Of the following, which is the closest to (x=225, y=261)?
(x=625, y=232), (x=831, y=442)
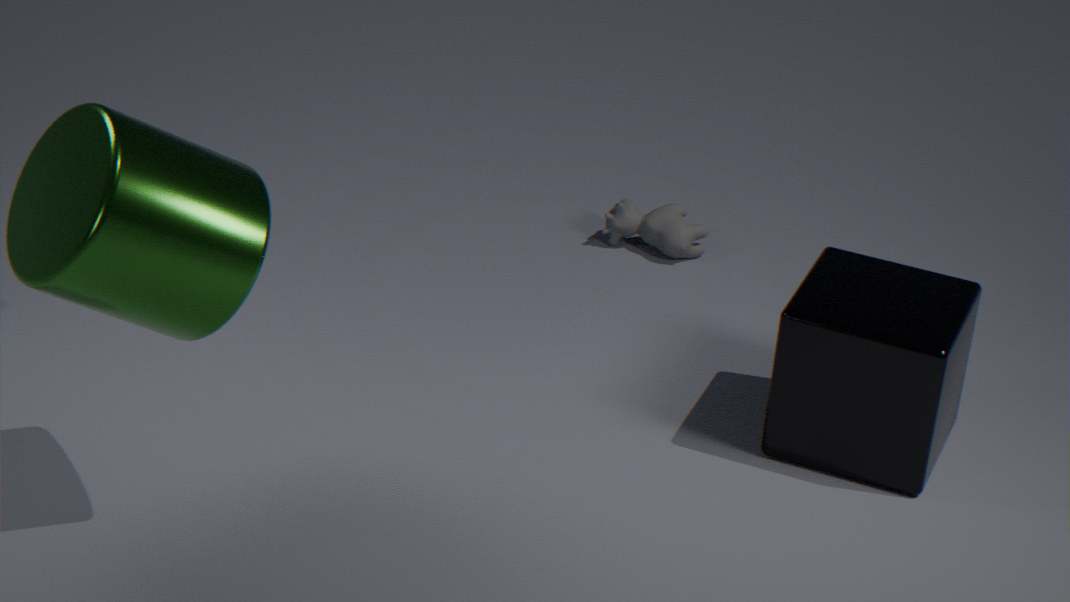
(x=831, y=442)
